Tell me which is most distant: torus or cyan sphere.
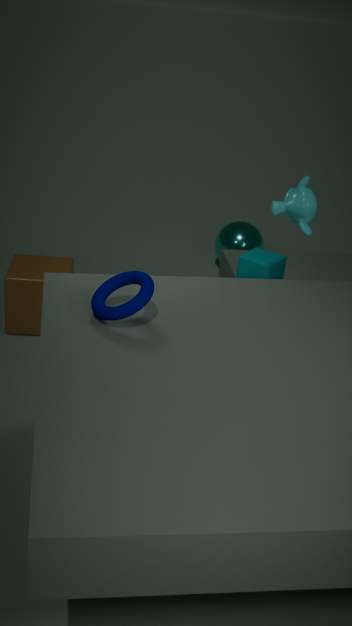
cyan sphere
